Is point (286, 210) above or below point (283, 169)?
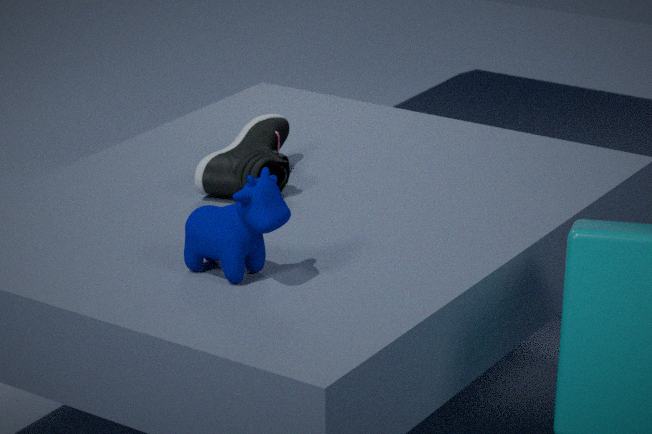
above
